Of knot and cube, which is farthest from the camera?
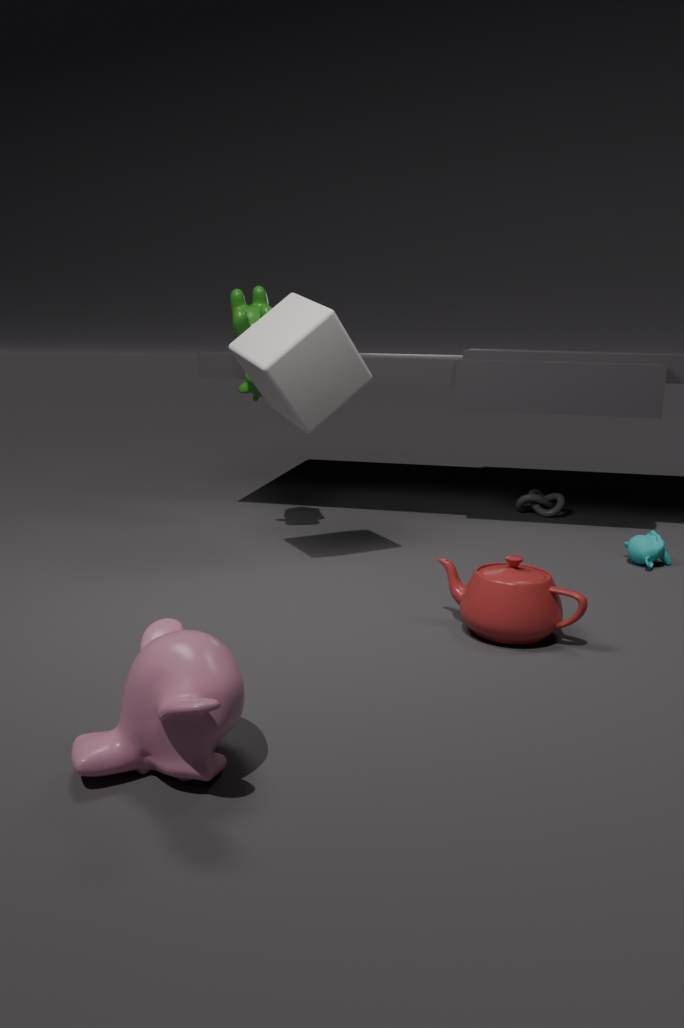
knot
